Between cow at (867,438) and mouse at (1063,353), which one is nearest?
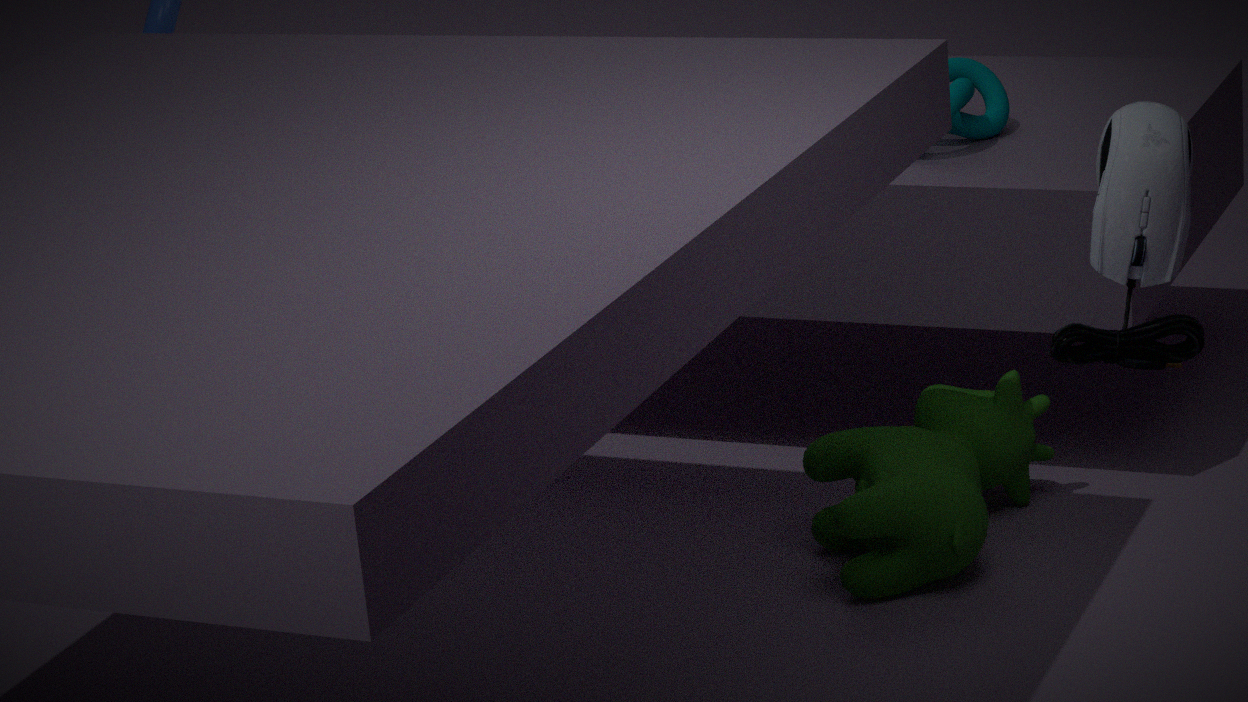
mouse at (1063,353)
